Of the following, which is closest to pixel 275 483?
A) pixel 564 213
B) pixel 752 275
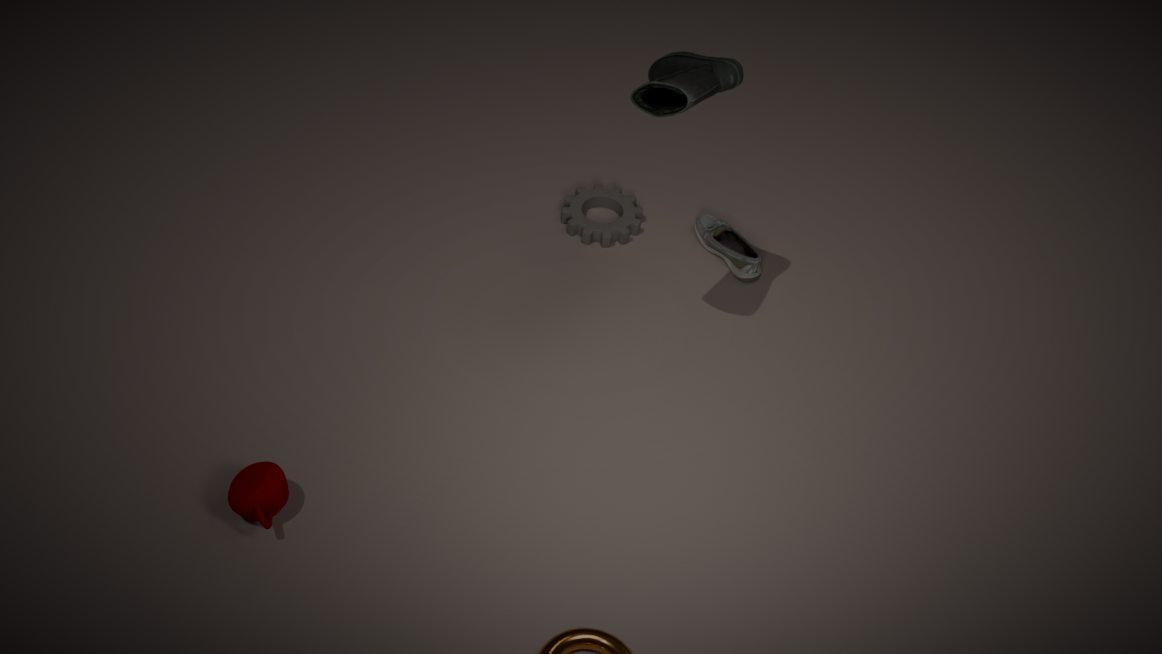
pixel 564 213
